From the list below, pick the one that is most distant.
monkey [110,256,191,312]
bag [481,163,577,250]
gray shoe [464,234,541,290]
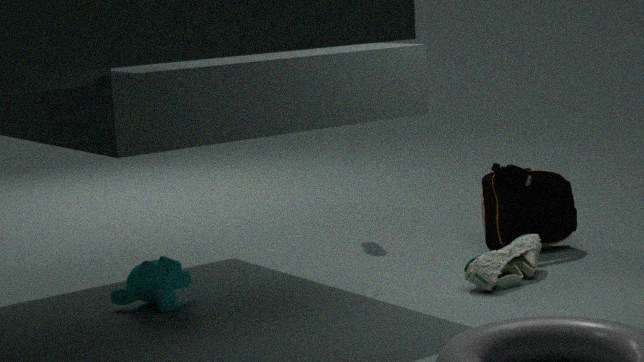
bag [481,163,577,250]
